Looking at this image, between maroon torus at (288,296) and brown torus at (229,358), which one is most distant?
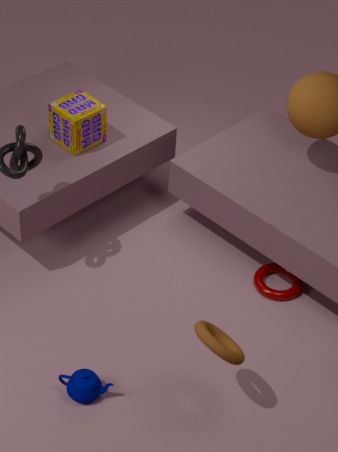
maroon torus at (288,296)
